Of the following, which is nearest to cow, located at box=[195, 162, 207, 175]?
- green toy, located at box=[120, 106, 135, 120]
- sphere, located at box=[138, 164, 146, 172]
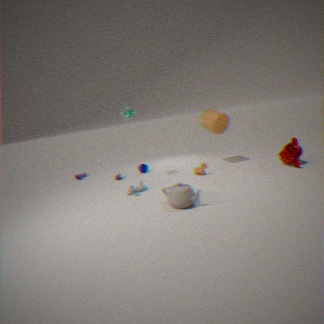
sphere, located at box=[138, 164, 146, 172]
